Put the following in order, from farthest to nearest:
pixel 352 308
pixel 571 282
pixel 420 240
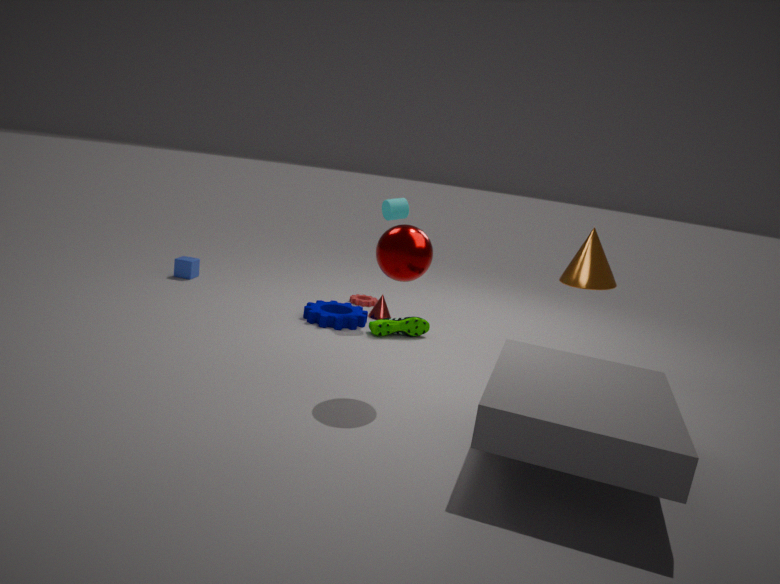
pixel 352 308 < pixel 571 282 < pixel 420 240
